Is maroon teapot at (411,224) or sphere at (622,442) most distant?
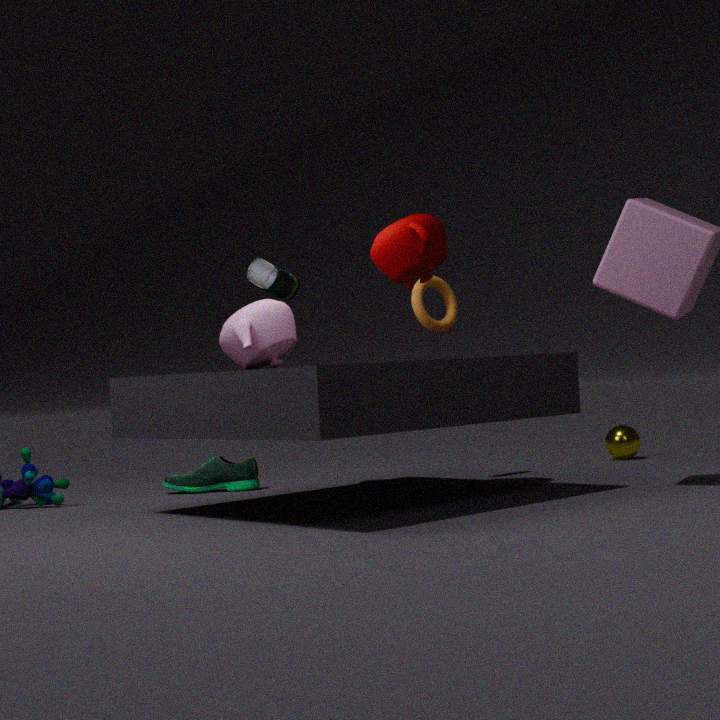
sphere at (622,442)
